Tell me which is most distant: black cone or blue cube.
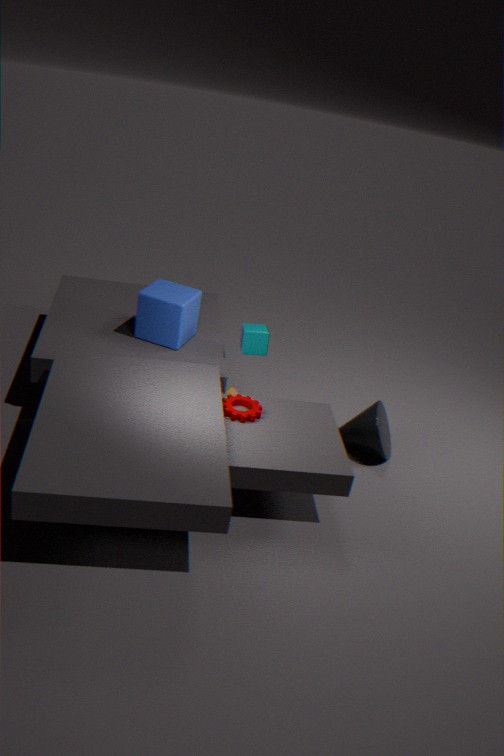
blue cube
